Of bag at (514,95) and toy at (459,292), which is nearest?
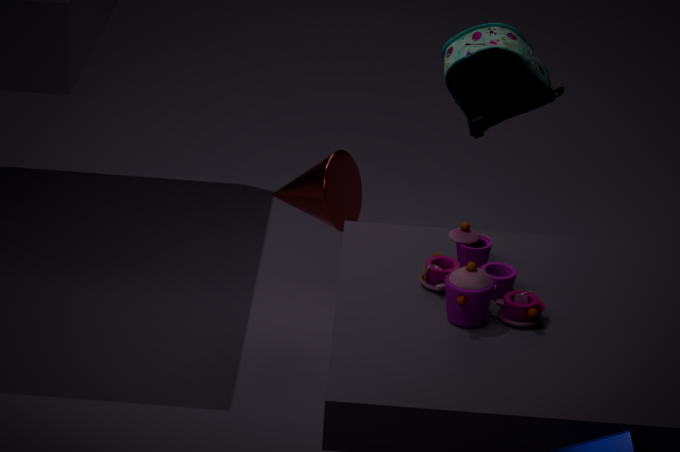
toy at (459,292)
